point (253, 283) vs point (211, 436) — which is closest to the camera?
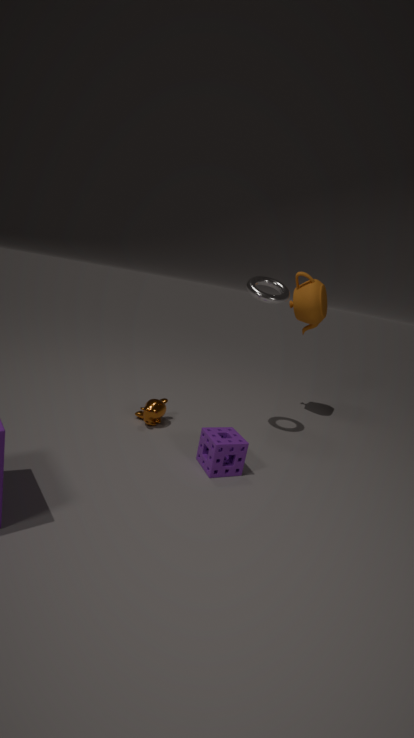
point (211, 436)
